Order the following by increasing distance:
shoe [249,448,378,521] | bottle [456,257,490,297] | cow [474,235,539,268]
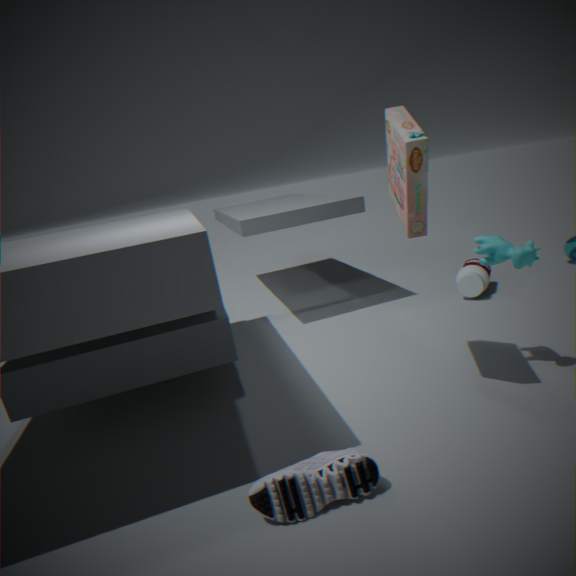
1. shoe [249,448,378,521]
2. cow [474,235,539,268]
3. bottle [456,257,490,297]
